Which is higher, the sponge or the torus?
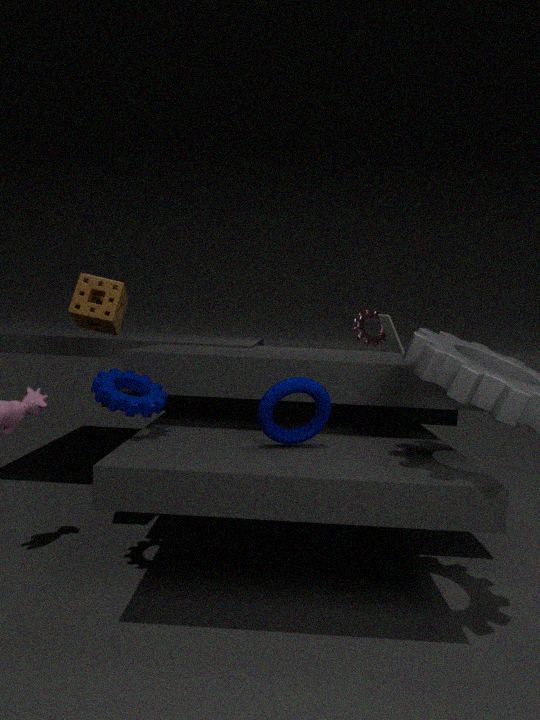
the sponge
